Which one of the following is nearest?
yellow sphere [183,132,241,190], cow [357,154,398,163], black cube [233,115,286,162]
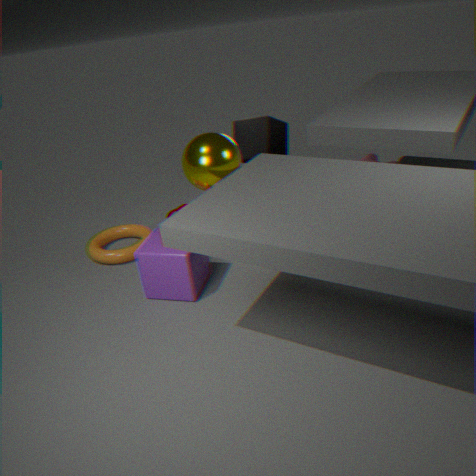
yellow sphere [183,132,241,190]
